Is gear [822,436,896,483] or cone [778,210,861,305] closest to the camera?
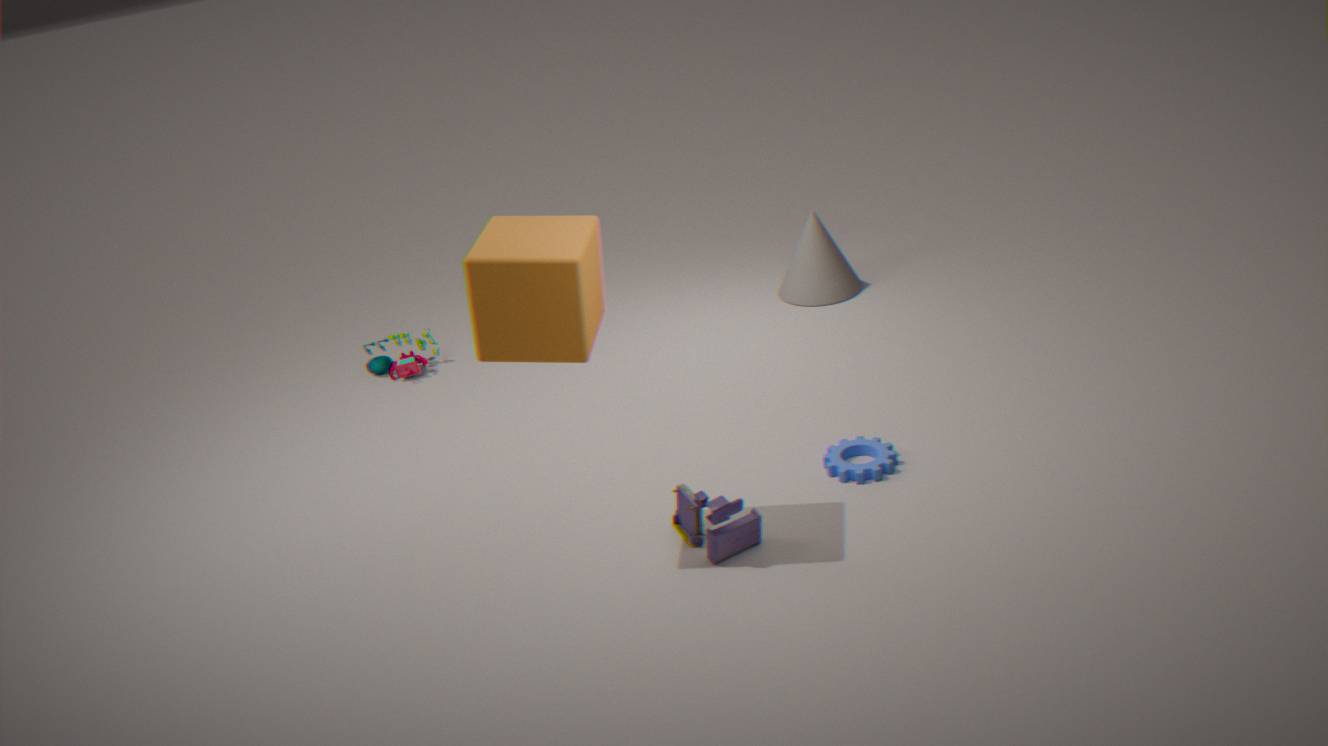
gear [822,436,896,483]
